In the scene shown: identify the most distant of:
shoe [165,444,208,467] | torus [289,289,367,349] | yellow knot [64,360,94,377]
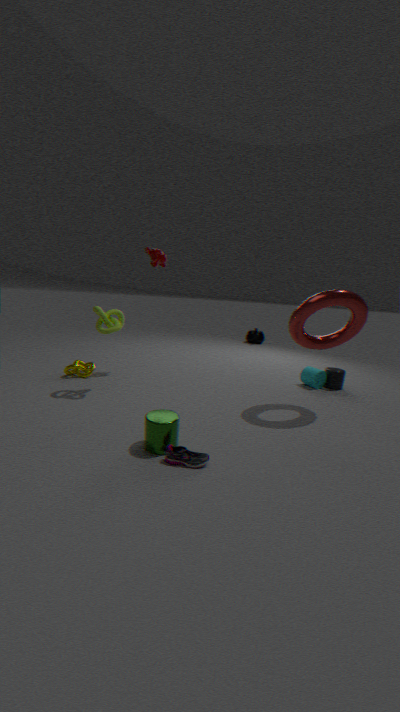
yellow knot [64,360,94,377]
